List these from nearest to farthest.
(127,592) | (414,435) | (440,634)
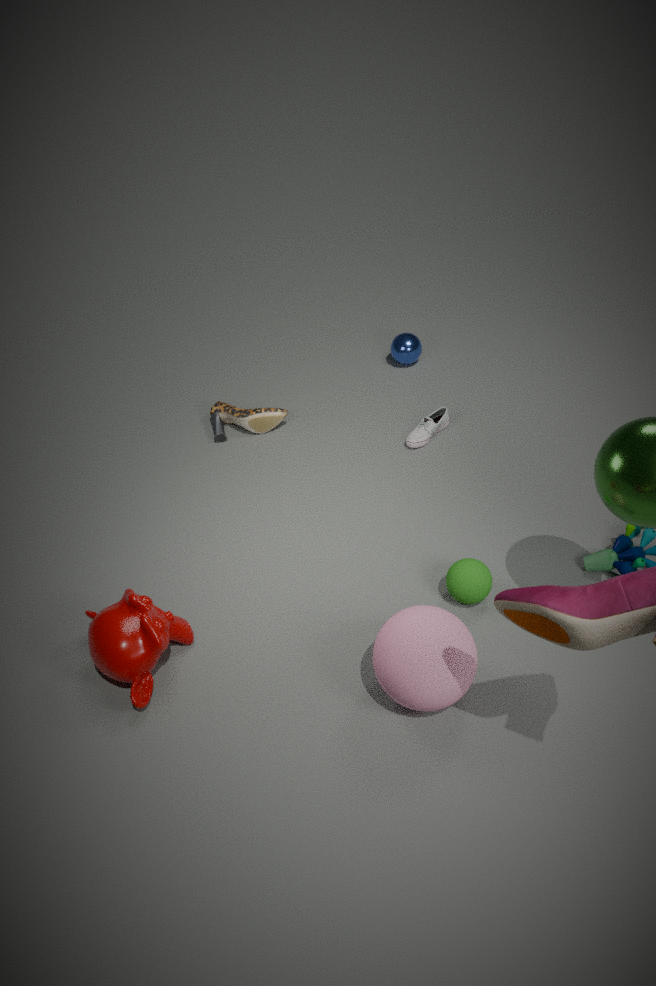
(440,634)
(127,592)
(414,435)
